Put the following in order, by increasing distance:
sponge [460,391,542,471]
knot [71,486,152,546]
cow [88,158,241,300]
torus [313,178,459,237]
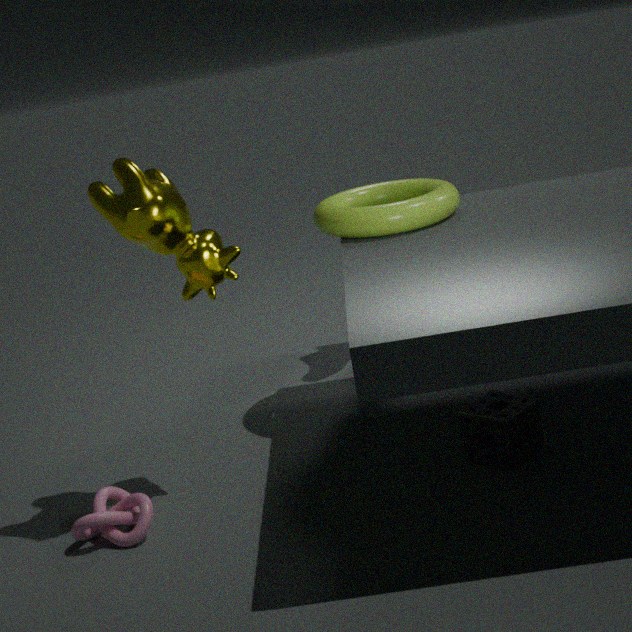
cow [88,158,241,300] < knot [71,486,152,546] < sponge [460,391,542,471] < torus [313,178,459,237]
